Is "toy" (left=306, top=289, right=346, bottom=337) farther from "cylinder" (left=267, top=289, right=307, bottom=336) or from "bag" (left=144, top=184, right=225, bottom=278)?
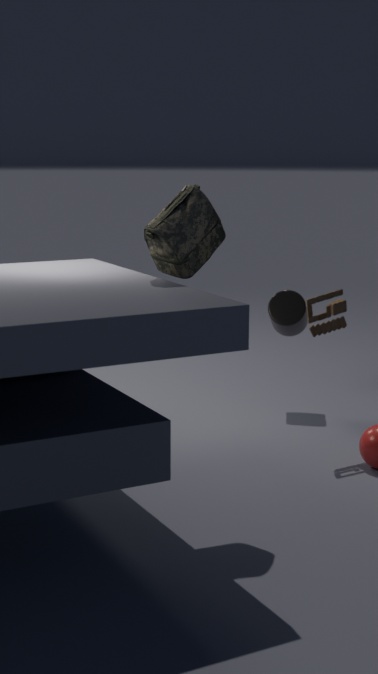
"bag" (left=144, top=184, right=225, bottom=278)
